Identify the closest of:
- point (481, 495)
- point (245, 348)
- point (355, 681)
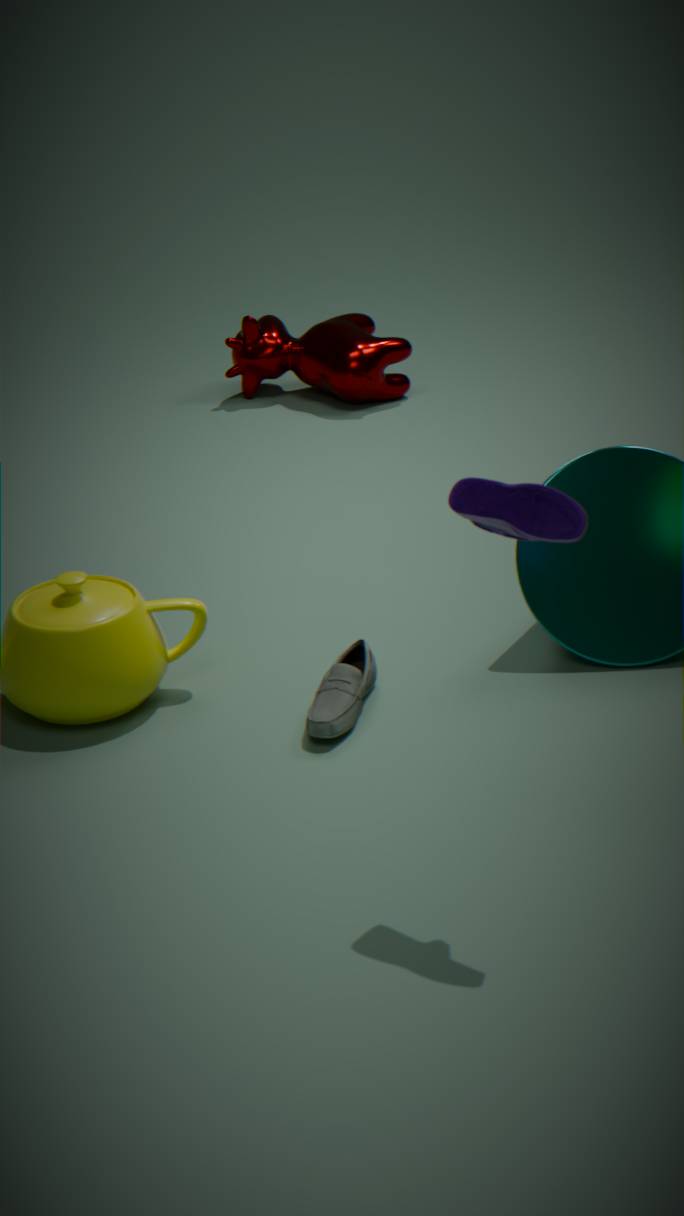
point (481, 495)
